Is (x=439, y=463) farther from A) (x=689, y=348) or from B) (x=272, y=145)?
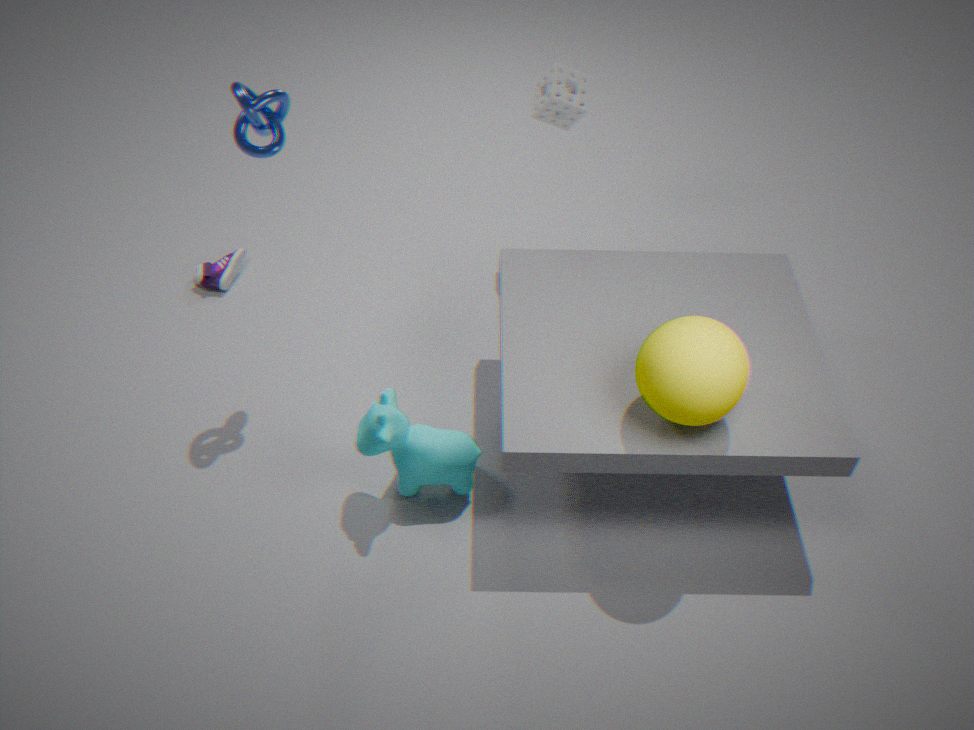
B) (x=272, y=145)
